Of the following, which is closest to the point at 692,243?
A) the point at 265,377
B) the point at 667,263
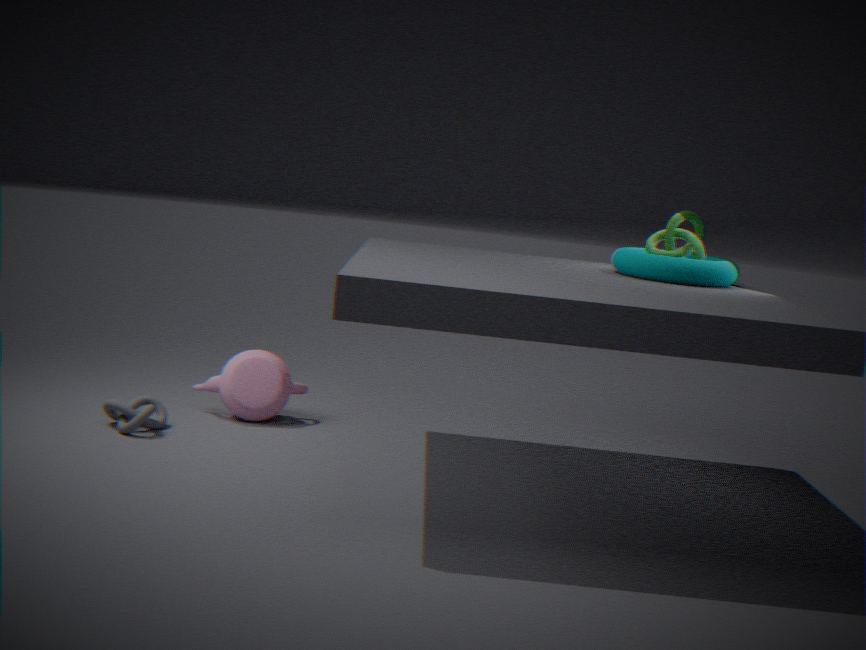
the point at 667,263
